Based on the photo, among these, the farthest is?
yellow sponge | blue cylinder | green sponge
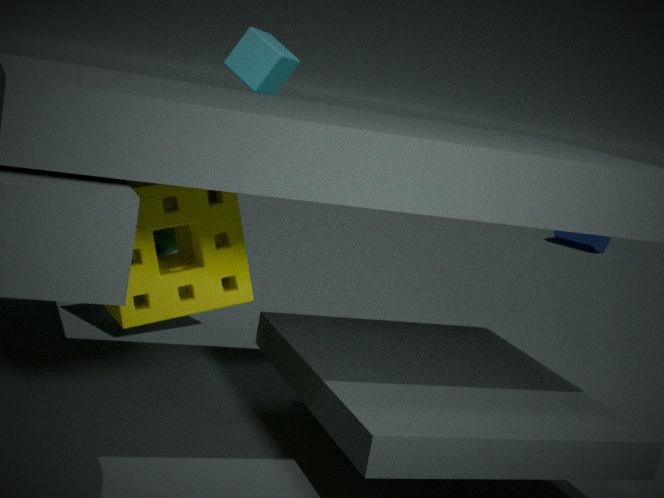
blue cylinder
